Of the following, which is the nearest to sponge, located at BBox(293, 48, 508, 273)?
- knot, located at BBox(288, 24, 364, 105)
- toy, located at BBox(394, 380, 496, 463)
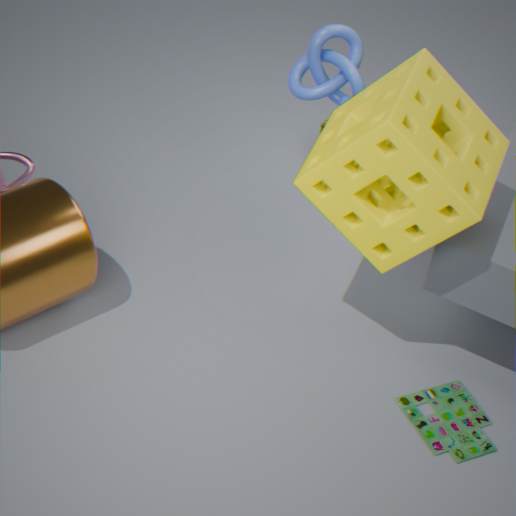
knot, located at BBox(288, 24, 364, 105)
